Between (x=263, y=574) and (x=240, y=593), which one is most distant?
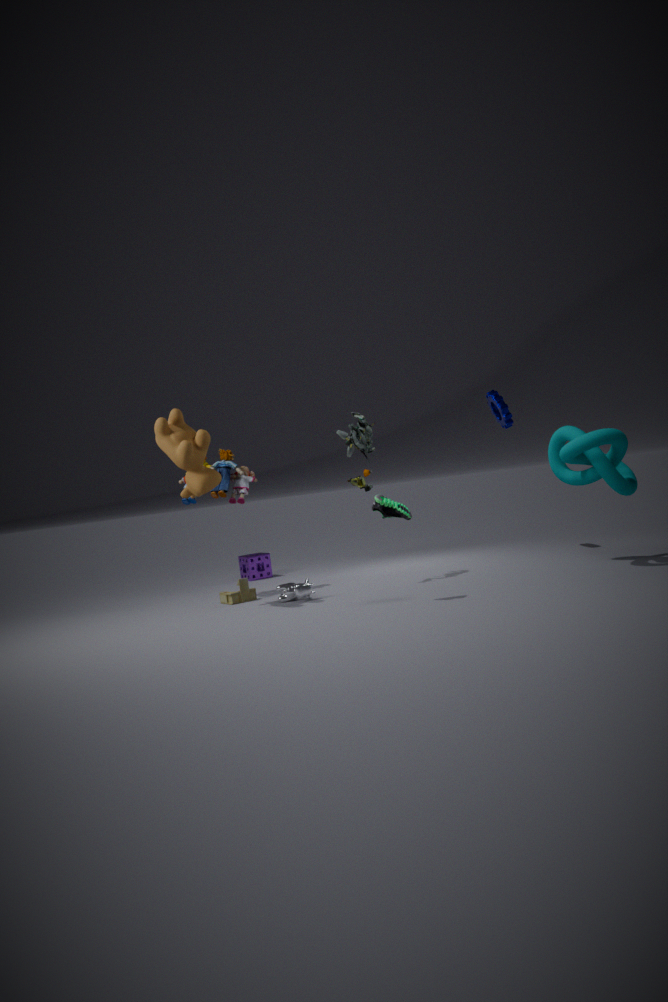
(x=263, y=574)
